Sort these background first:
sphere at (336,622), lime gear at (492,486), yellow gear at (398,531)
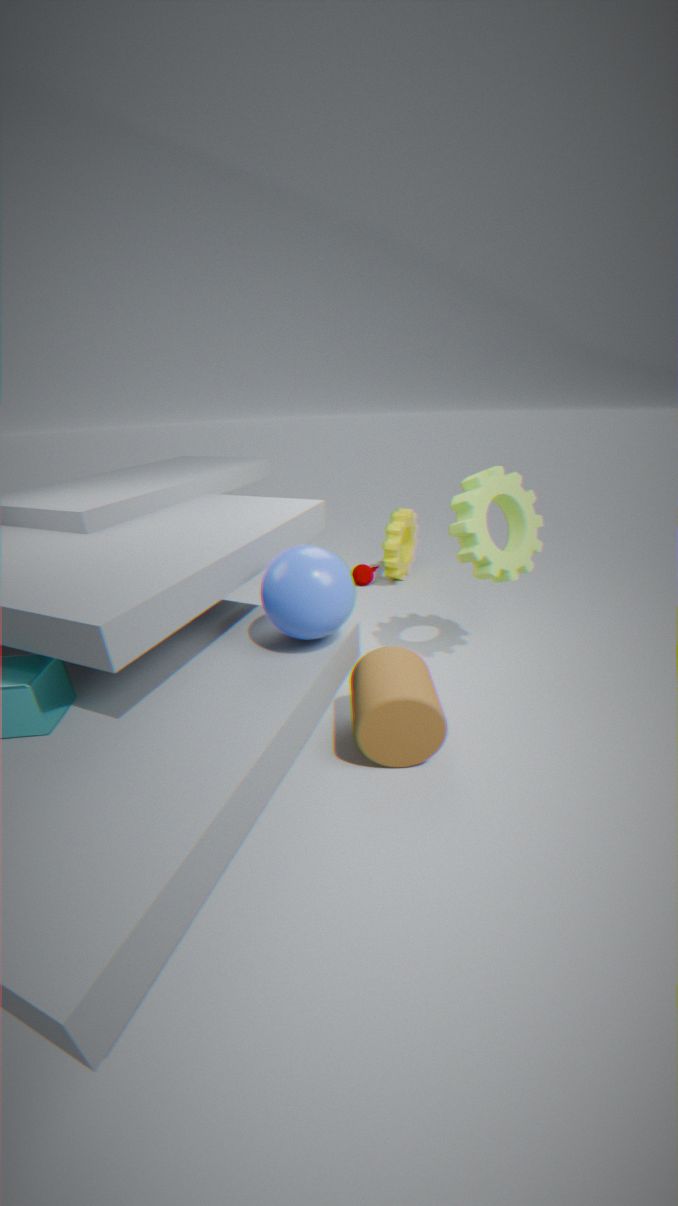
yellow gear at (398,531) < lime gear at (492,486) < sphere at (336,622)
